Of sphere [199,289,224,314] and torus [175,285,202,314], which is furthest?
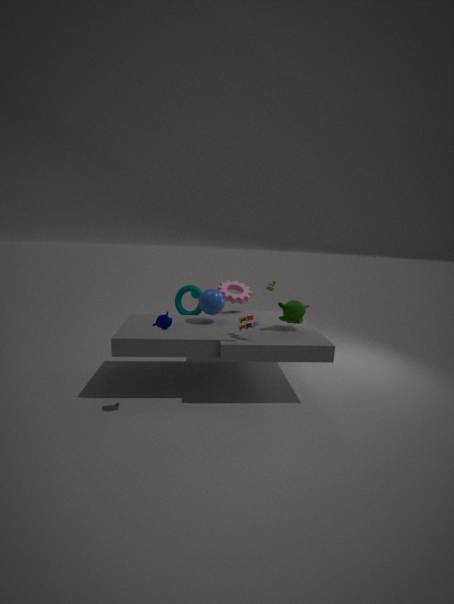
torus [175,285,202,314]
